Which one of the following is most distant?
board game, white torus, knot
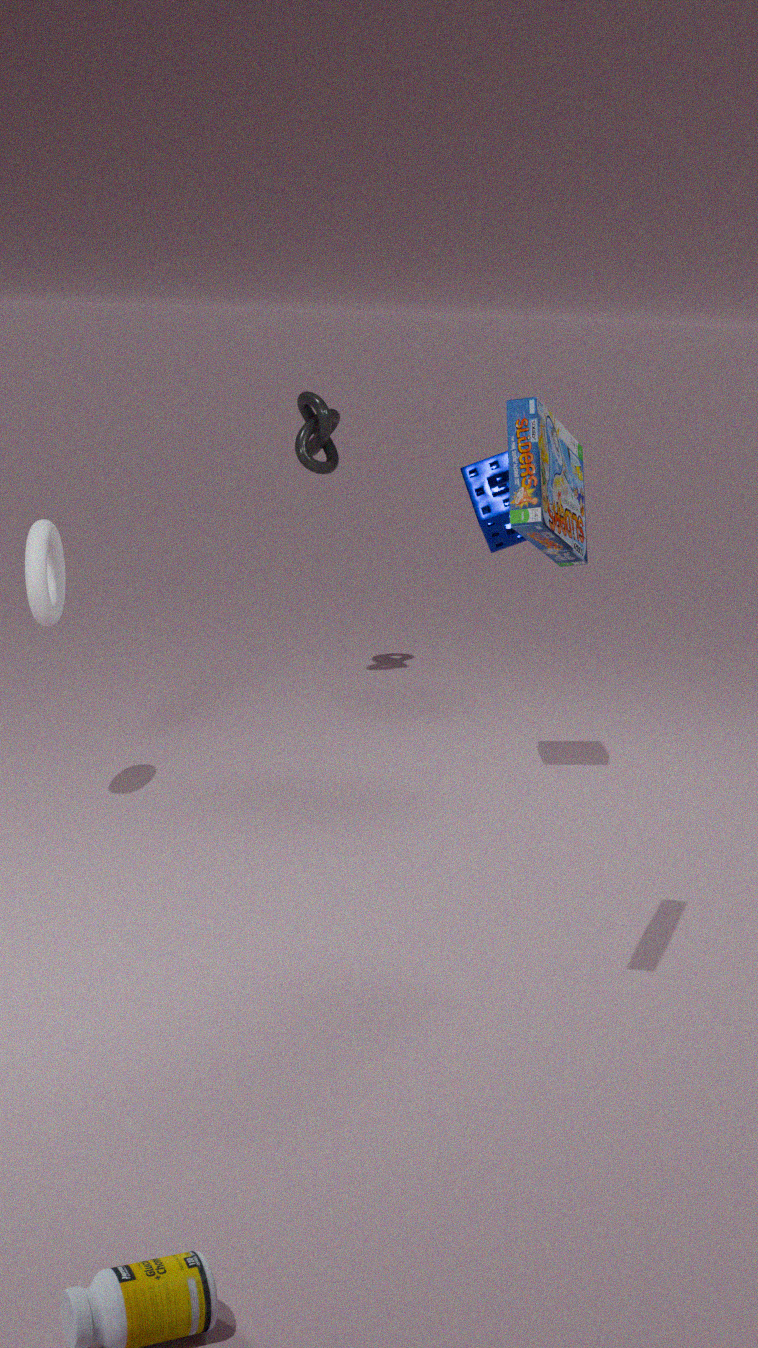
knot
